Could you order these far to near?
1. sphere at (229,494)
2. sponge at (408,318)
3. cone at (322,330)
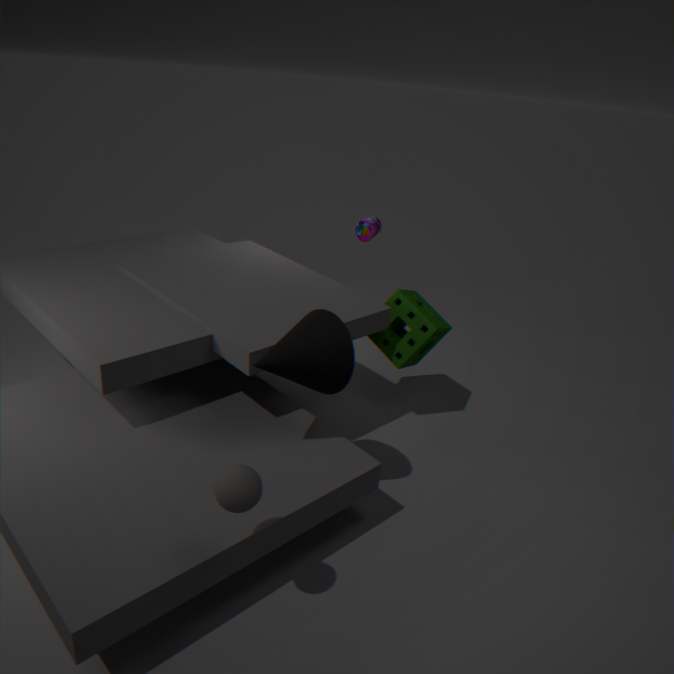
1. sponge at (408,318)
2. cone at (322,330)
3. sphere at (229,494)
